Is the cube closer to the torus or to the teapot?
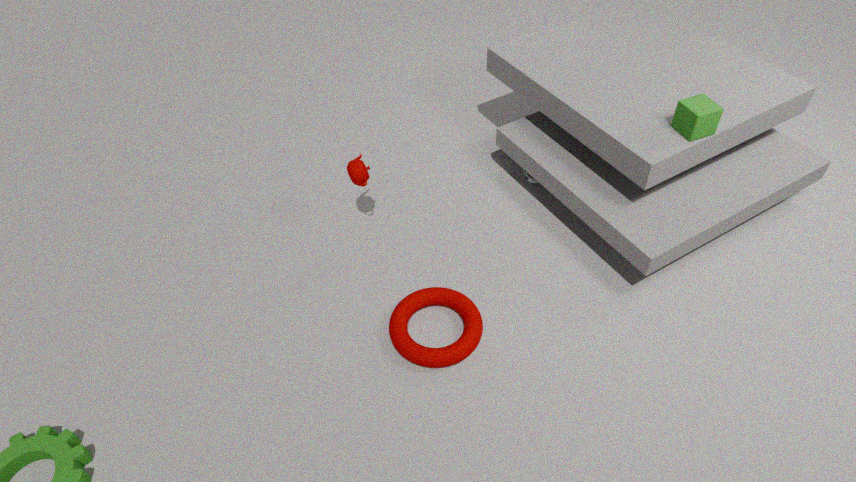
the torus
